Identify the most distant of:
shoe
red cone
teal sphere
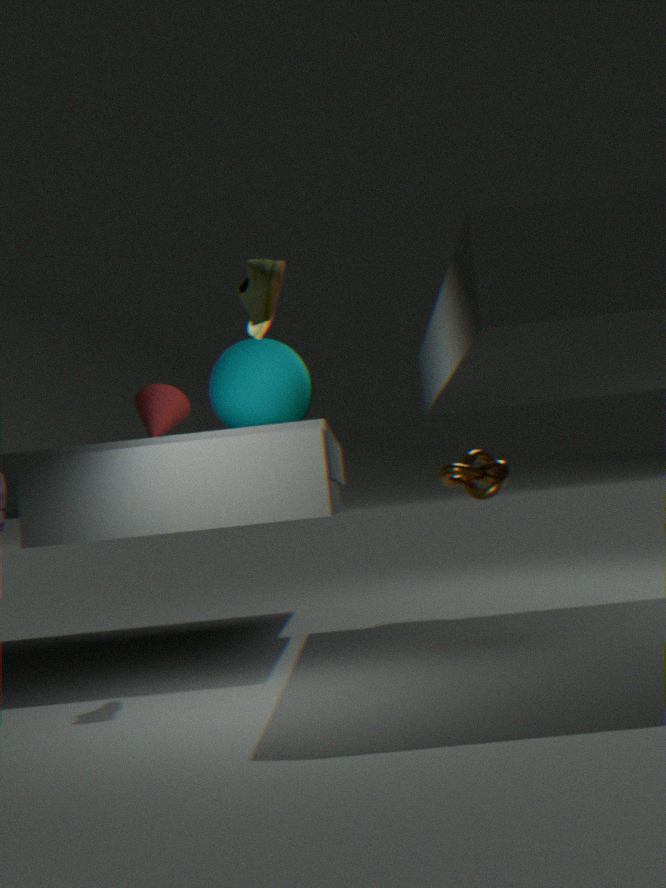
red cone
